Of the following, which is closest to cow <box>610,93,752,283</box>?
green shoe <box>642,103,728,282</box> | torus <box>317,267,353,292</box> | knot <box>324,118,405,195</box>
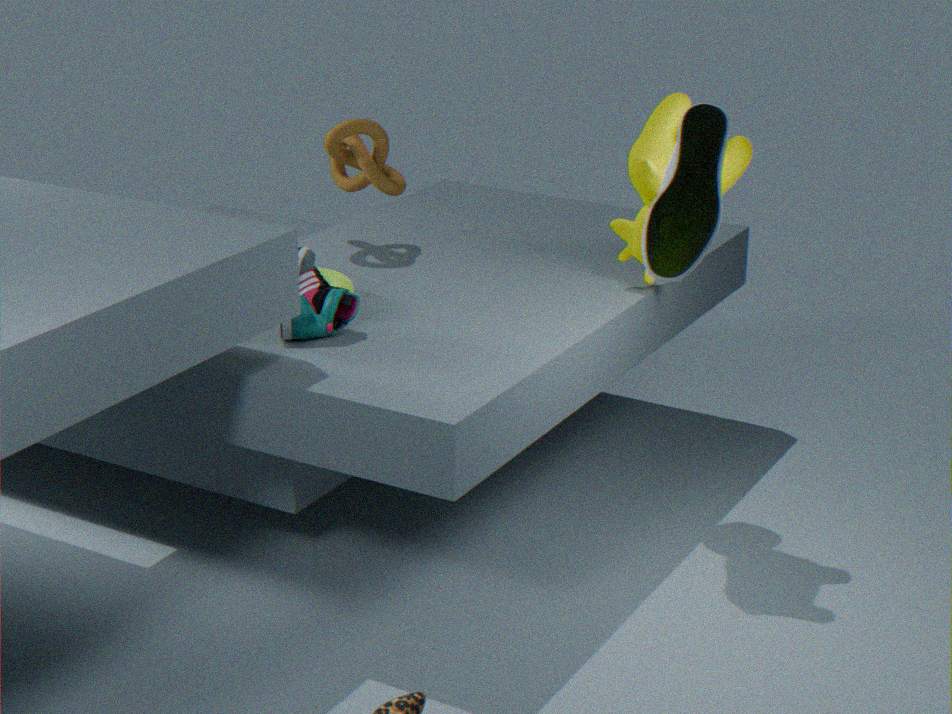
green shoe <box>642,103,728,282</box>
